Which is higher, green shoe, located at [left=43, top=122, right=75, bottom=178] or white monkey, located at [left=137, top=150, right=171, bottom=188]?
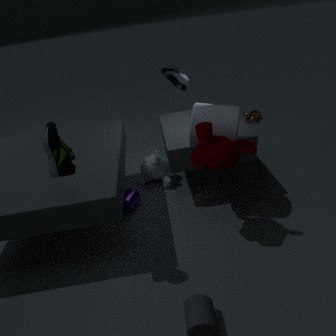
green shoe, located at [left=43, top=122, right=75, bottom=178]
